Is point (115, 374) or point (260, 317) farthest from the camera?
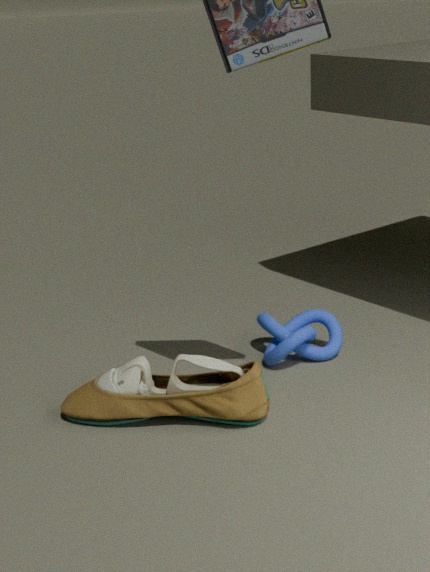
point (260, 317)
